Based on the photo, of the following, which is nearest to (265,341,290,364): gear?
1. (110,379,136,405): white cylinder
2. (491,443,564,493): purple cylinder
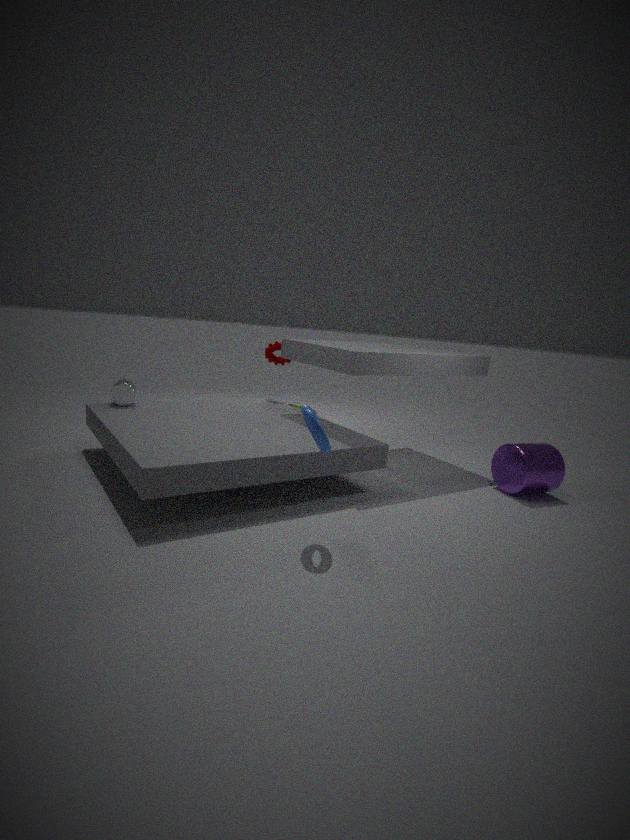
(110,379,136,405): white cylinder
